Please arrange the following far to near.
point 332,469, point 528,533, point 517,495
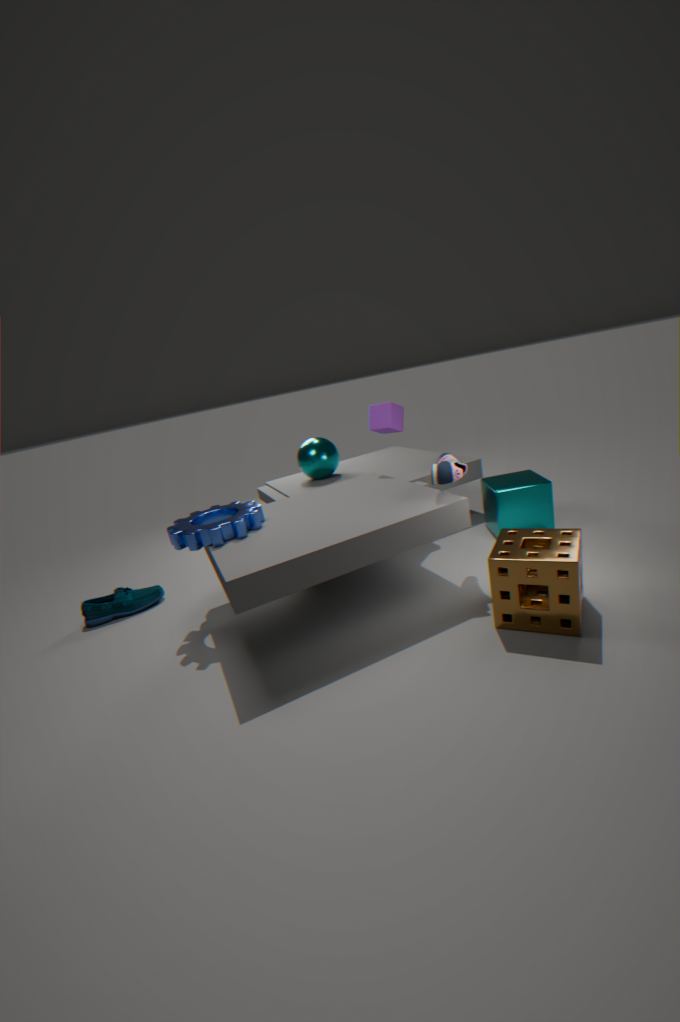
point 332,469 → point 517,495 → point 528,533
